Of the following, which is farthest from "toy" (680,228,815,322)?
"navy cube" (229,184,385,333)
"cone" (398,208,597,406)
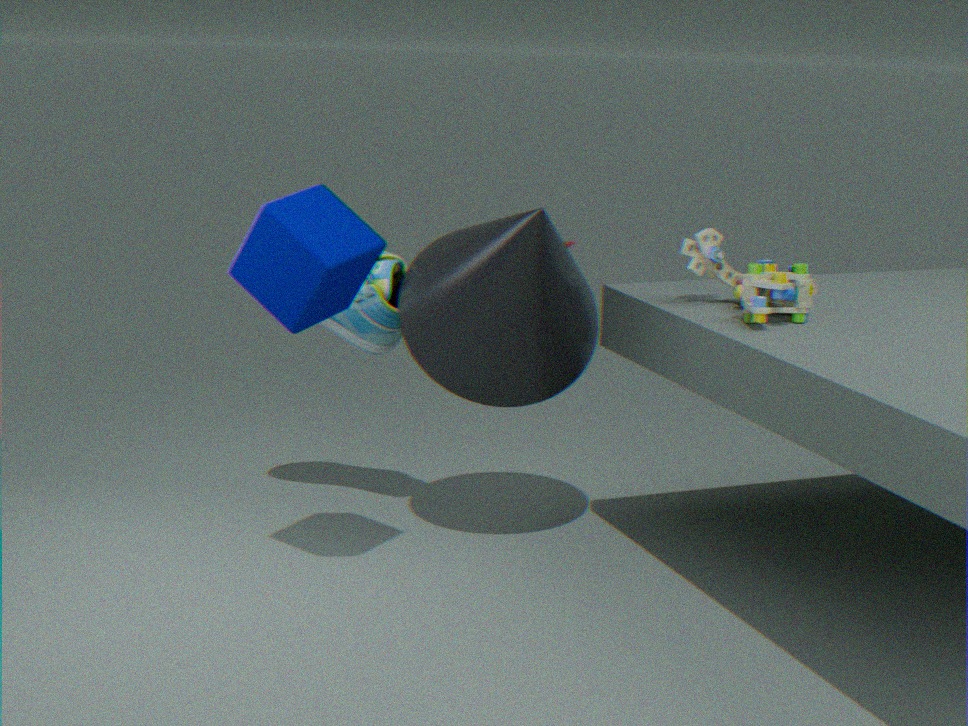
"navy cube" (229,184,385,333)
